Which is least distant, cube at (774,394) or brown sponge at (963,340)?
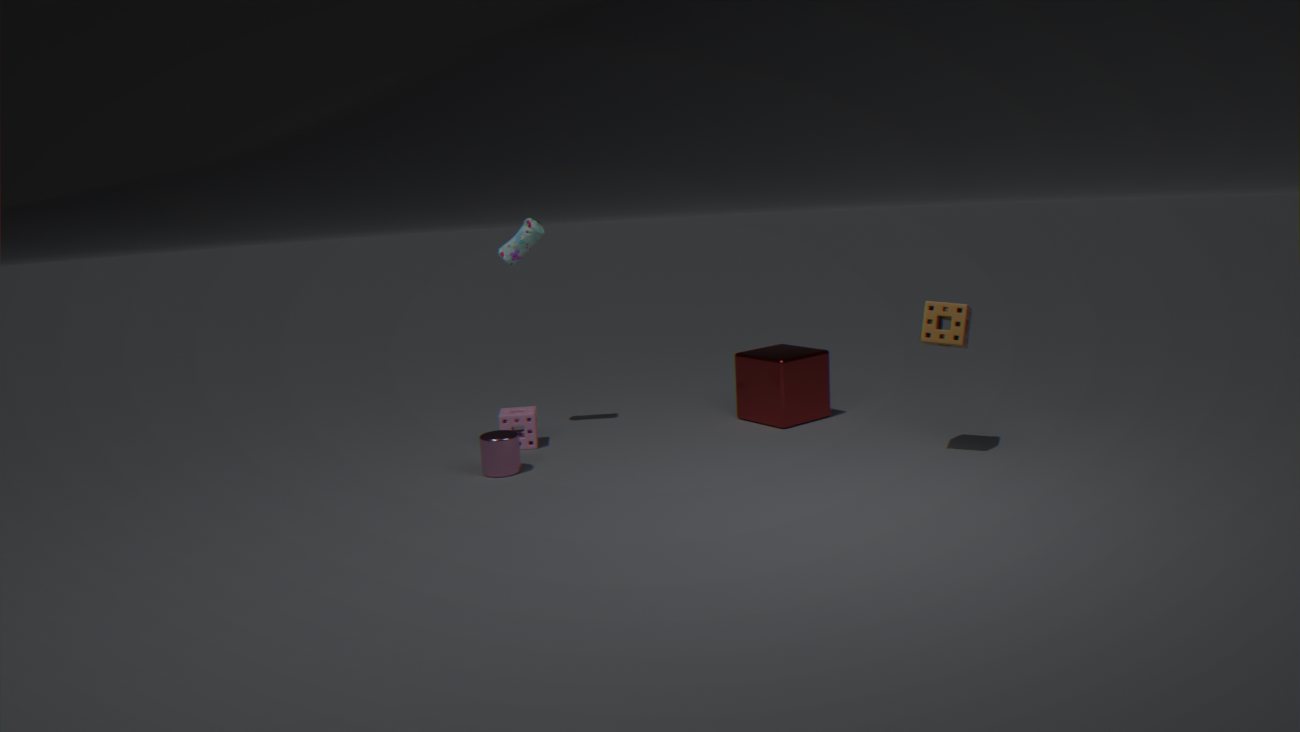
brown sponge at (963,340)
